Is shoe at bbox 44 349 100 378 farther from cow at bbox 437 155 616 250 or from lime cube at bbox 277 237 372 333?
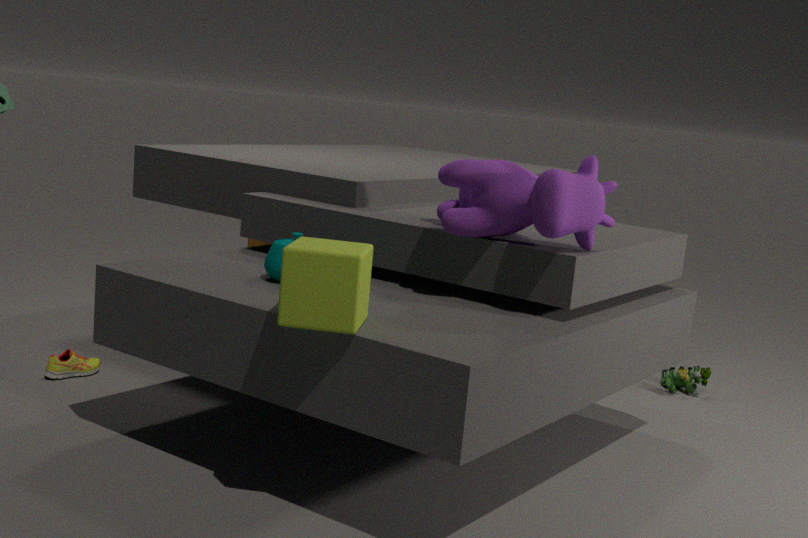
cow at bbox 437 155 616 250
